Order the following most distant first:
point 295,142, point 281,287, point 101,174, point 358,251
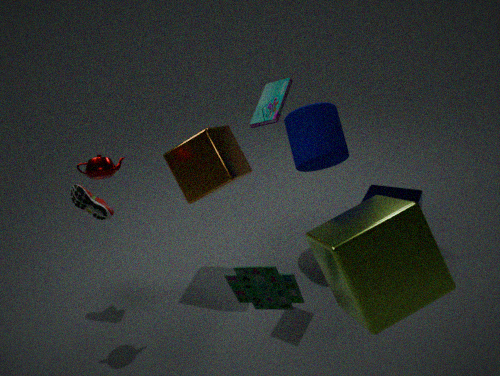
point 295,142 < point 101,174 < point 281,287 < point 358,251
